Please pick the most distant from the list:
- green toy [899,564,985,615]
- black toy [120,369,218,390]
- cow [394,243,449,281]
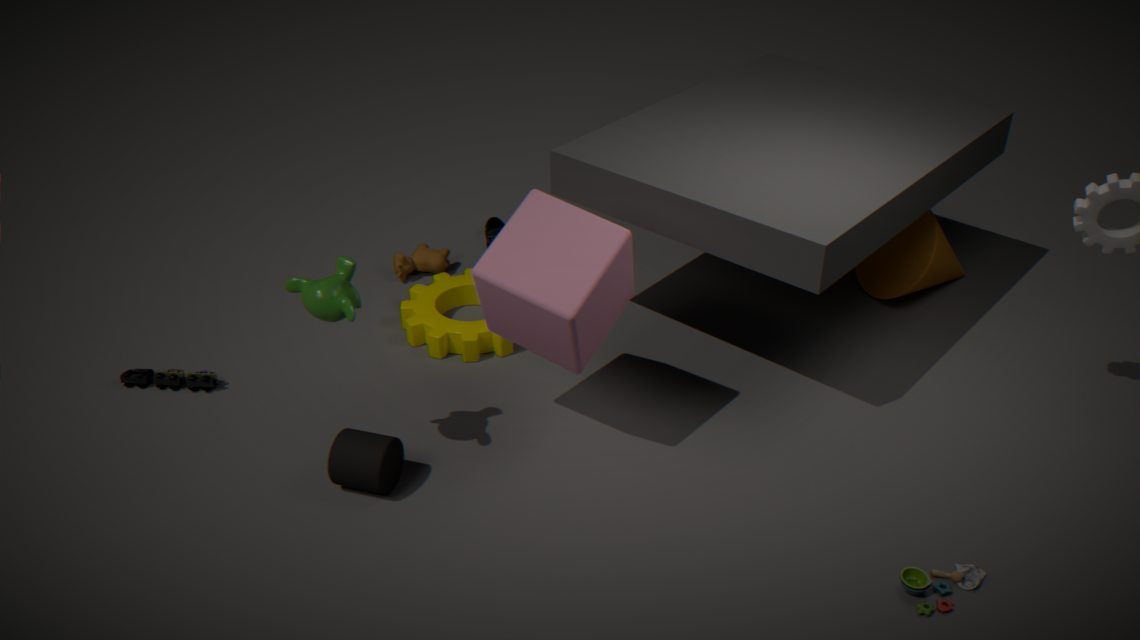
cow [394,243,449,281]
